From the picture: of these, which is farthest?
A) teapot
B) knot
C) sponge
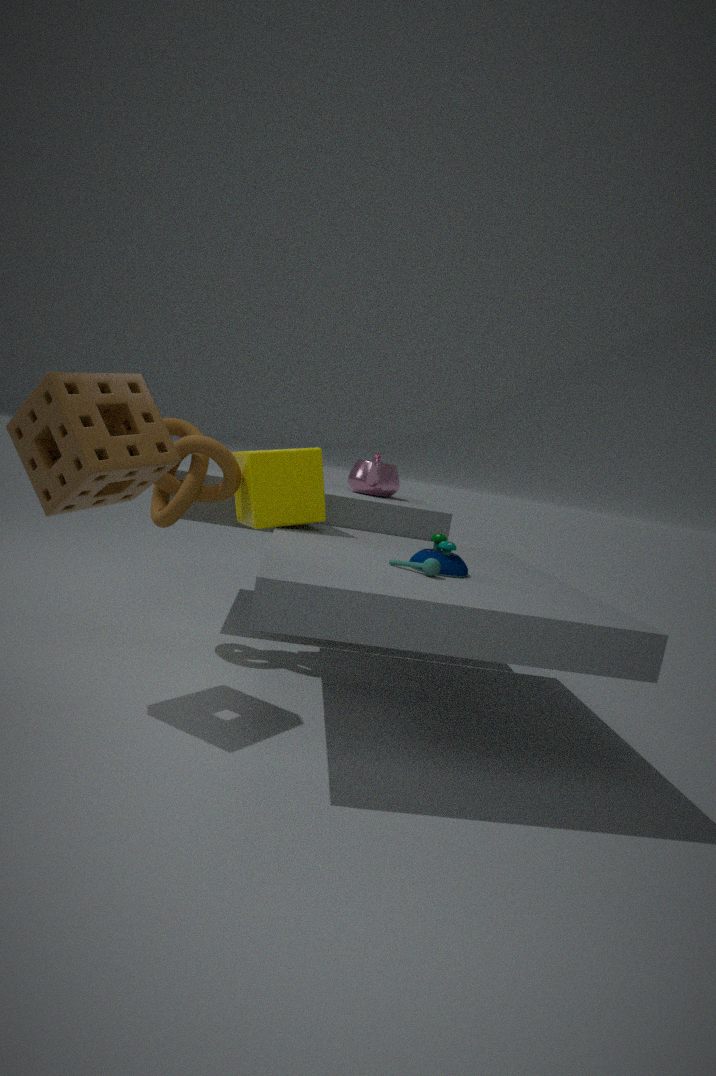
teapot
